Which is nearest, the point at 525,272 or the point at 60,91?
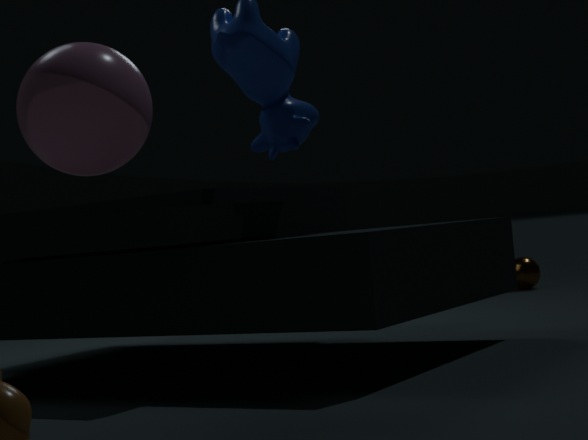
the point at 60,91
